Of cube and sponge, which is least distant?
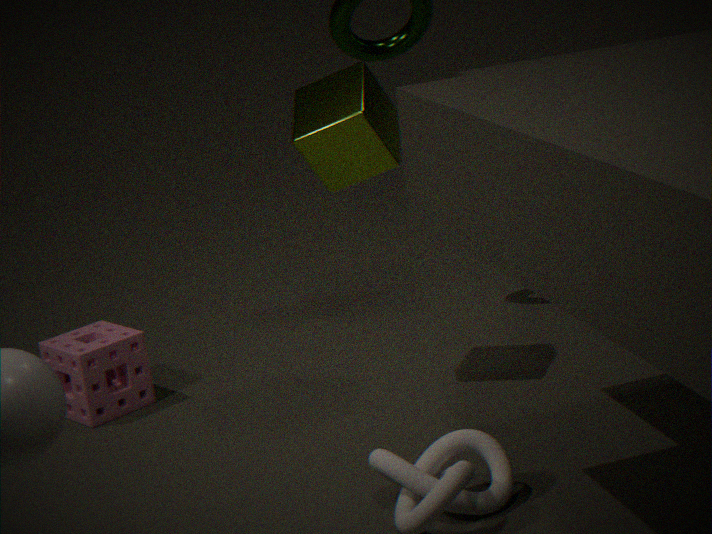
cube
